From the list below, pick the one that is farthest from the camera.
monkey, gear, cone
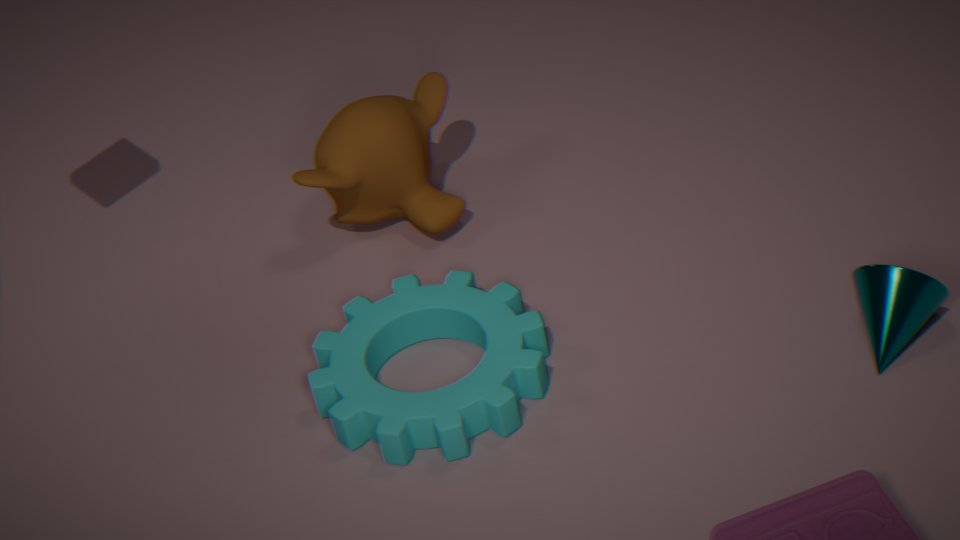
monkey
